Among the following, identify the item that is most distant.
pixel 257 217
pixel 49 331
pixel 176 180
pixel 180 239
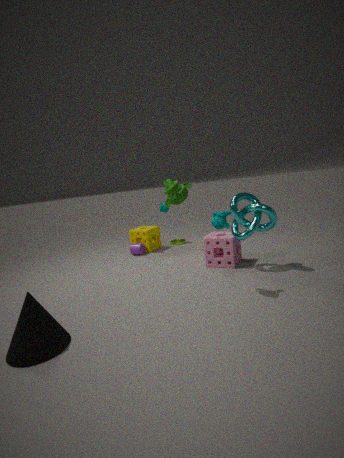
pixel 180 239
